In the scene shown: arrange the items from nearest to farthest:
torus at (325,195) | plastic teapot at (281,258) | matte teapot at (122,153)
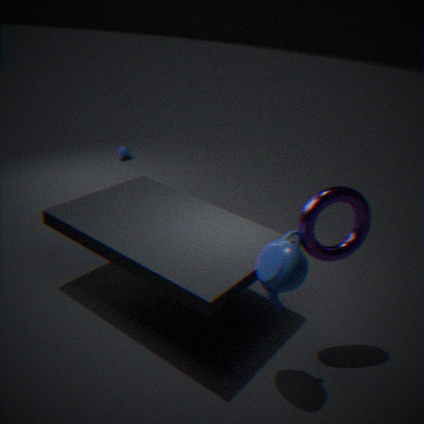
plastic teapot at (281,258)
torus at (325,195)
matte teapot at (122,153)
